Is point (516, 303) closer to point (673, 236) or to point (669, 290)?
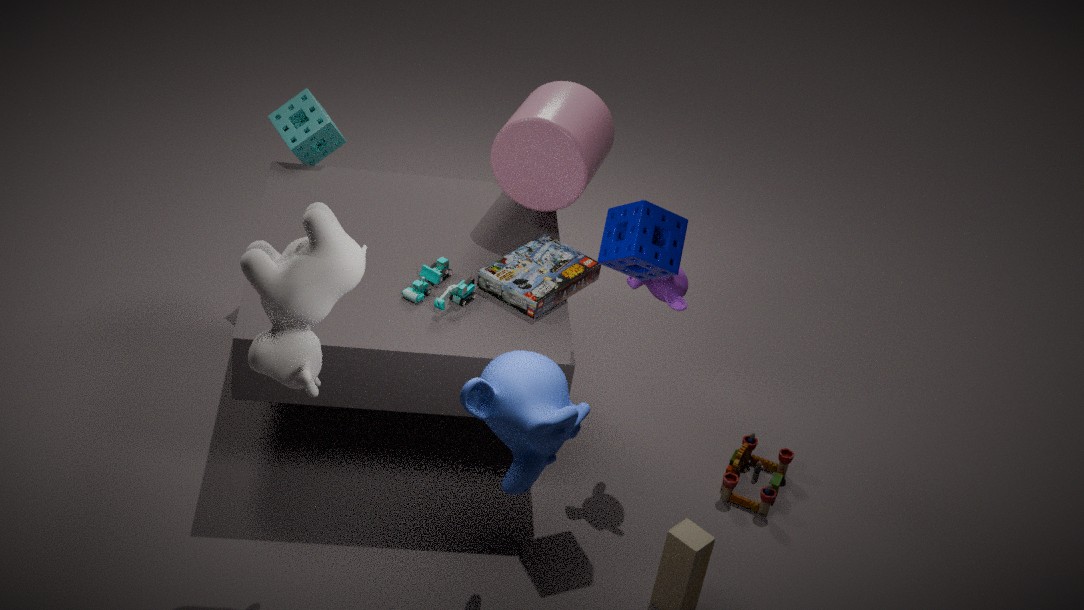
point (669, 290)
